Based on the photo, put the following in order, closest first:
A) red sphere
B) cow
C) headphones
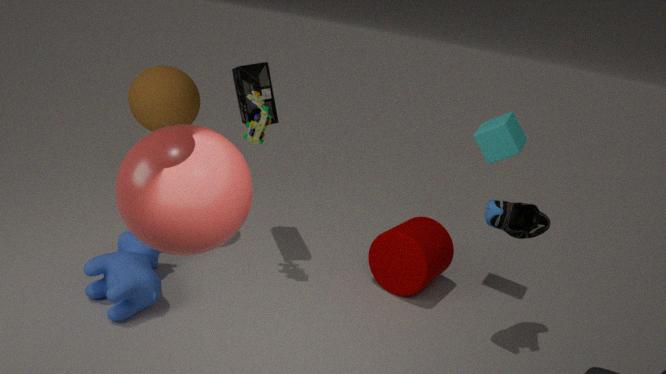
1. red sphere
2. cow
3. headphones
